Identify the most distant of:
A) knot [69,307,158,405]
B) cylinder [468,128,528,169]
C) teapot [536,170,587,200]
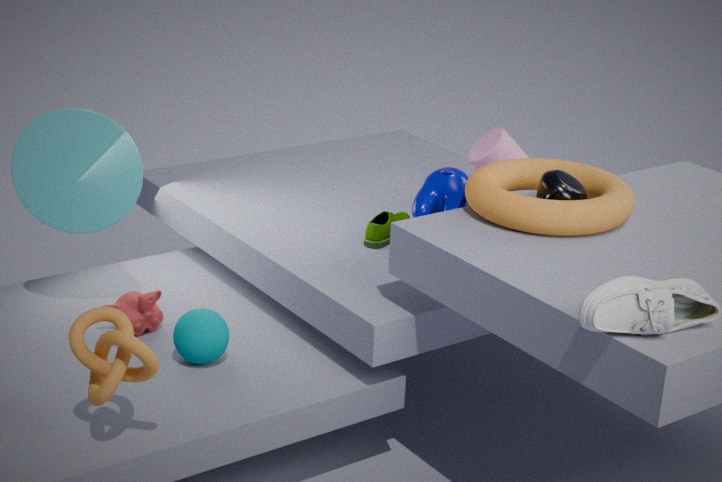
cylinder [468,128,528,169]
